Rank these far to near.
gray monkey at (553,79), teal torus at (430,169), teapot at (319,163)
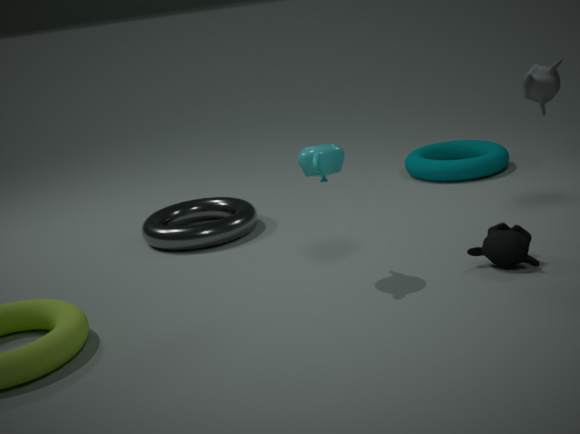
teal torus at (430,169)
gray monkey at (553,79)
teapot at (319,163)
